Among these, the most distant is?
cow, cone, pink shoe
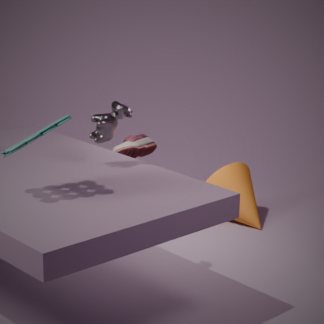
cone
